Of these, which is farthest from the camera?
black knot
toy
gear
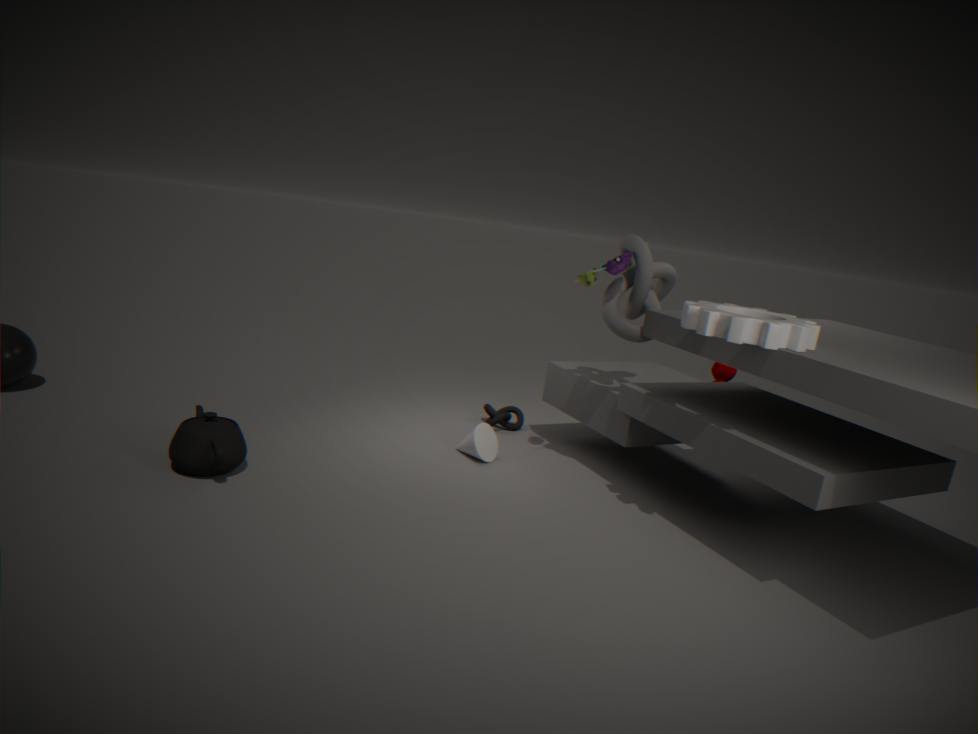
black knot
